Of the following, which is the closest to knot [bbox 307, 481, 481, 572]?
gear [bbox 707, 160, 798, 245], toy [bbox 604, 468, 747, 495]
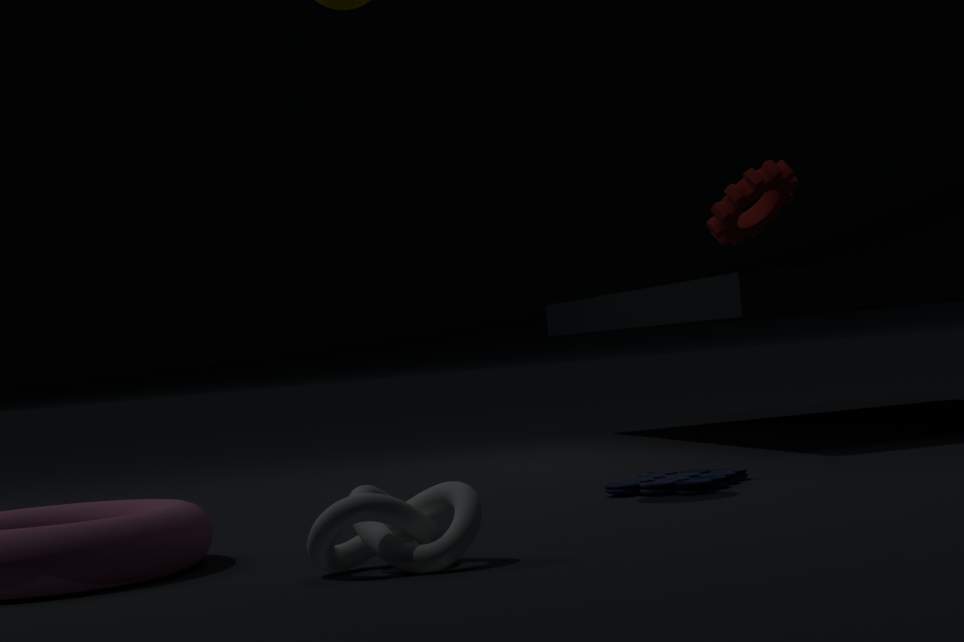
toy [bbox 604, 468, 747, 495]
